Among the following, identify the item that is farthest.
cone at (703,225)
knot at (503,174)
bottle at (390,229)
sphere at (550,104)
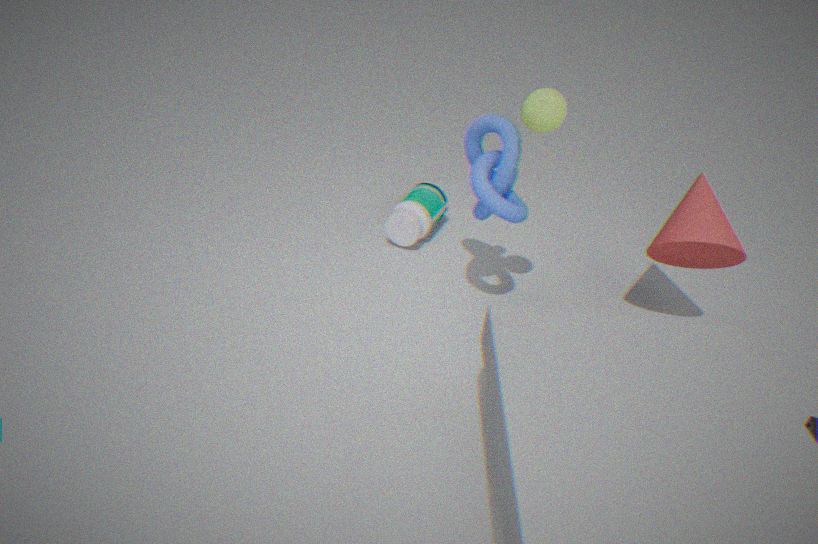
bottle at (390,229)
